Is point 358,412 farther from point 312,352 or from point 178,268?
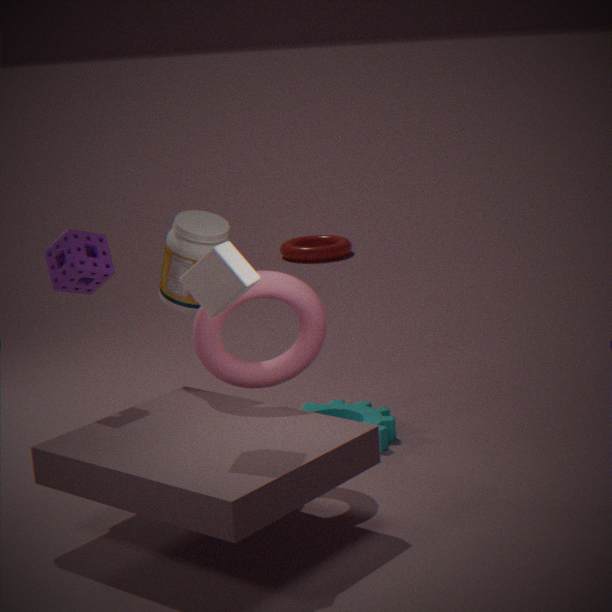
point 178,268
